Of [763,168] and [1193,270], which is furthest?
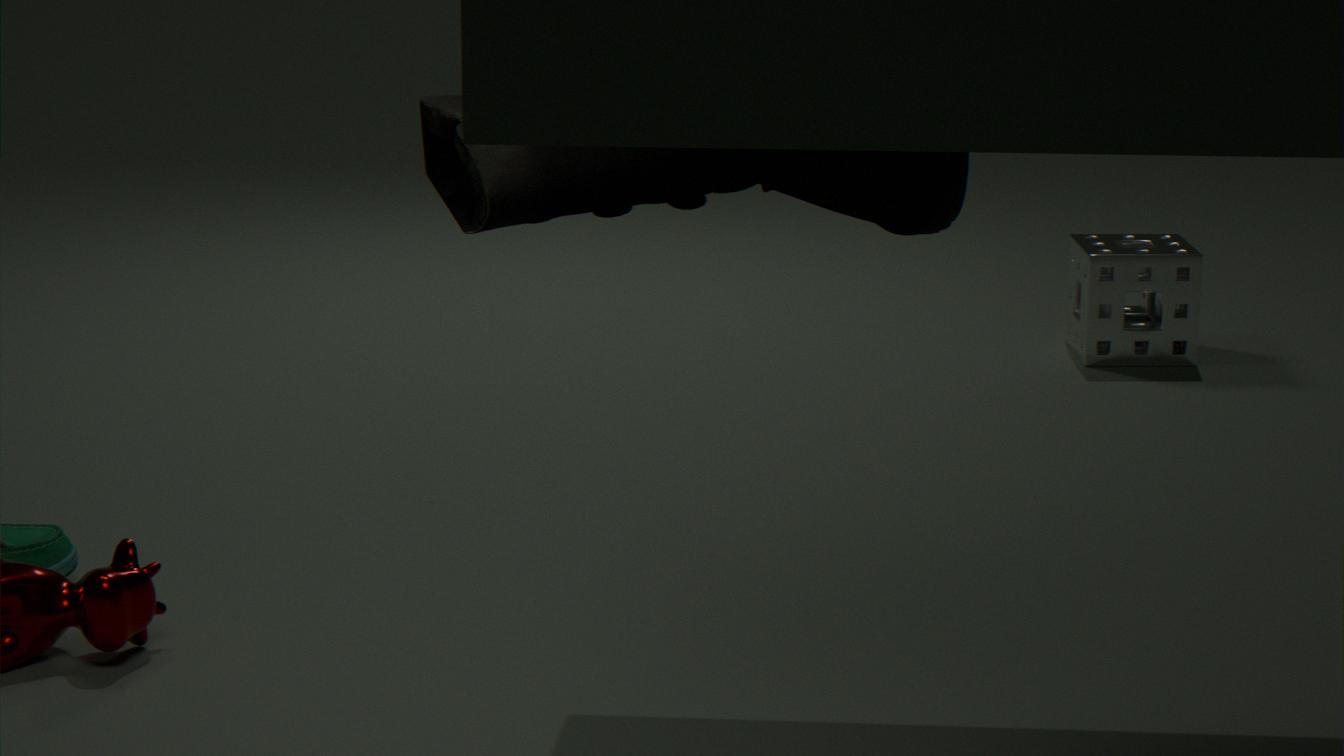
[1193,270]
